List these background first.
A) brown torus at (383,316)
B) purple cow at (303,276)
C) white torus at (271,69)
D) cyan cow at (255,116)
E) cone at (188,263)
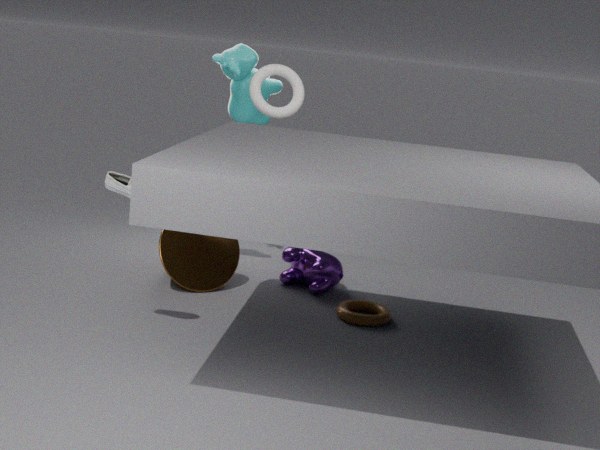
cyan cow at (255,116) → purple cow at (303,276) → cone at (188,263) → white torus at (271,69) → brown torus at (383,316)
